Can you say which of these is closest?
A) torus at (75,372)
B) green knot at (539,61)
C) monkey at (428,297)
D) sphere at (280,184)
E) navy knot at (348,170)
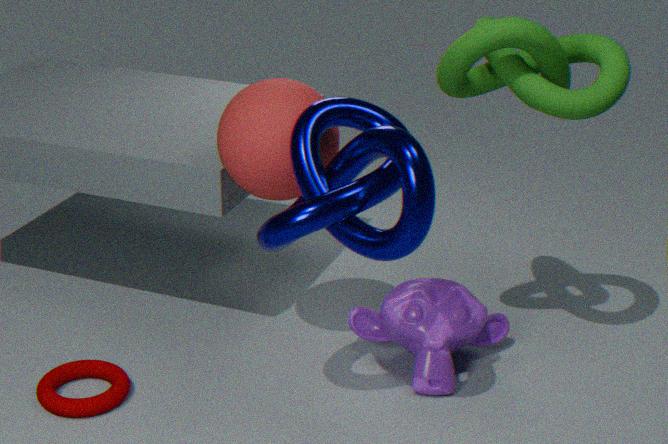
navy knot at (348,170)
